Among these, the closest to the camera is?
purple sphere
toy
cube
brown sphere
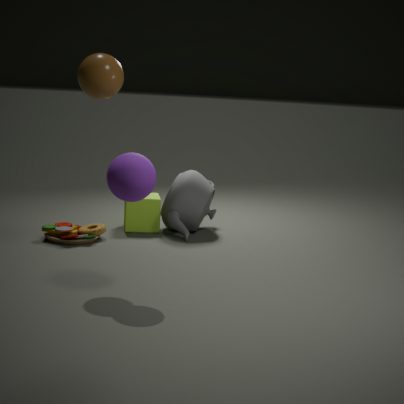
purple sphere
